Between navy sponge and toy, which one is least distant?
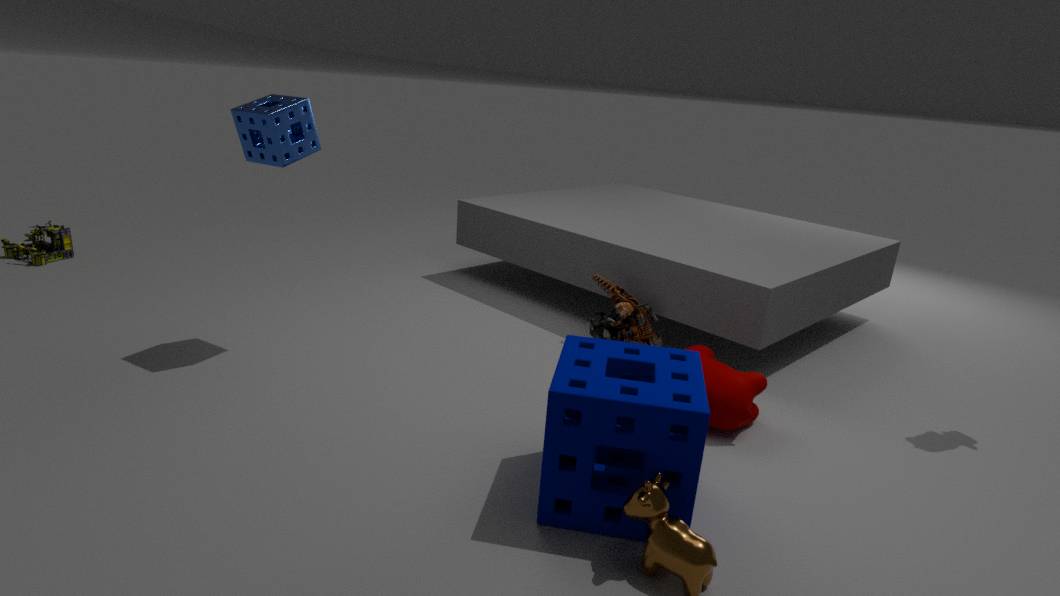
navy sponge
